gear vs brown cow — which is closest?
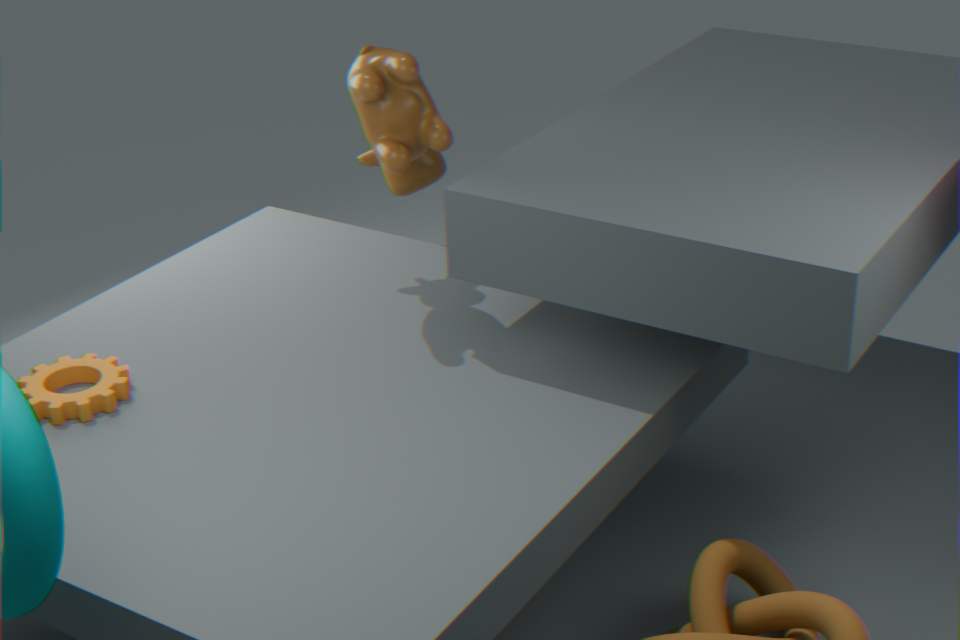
gear
